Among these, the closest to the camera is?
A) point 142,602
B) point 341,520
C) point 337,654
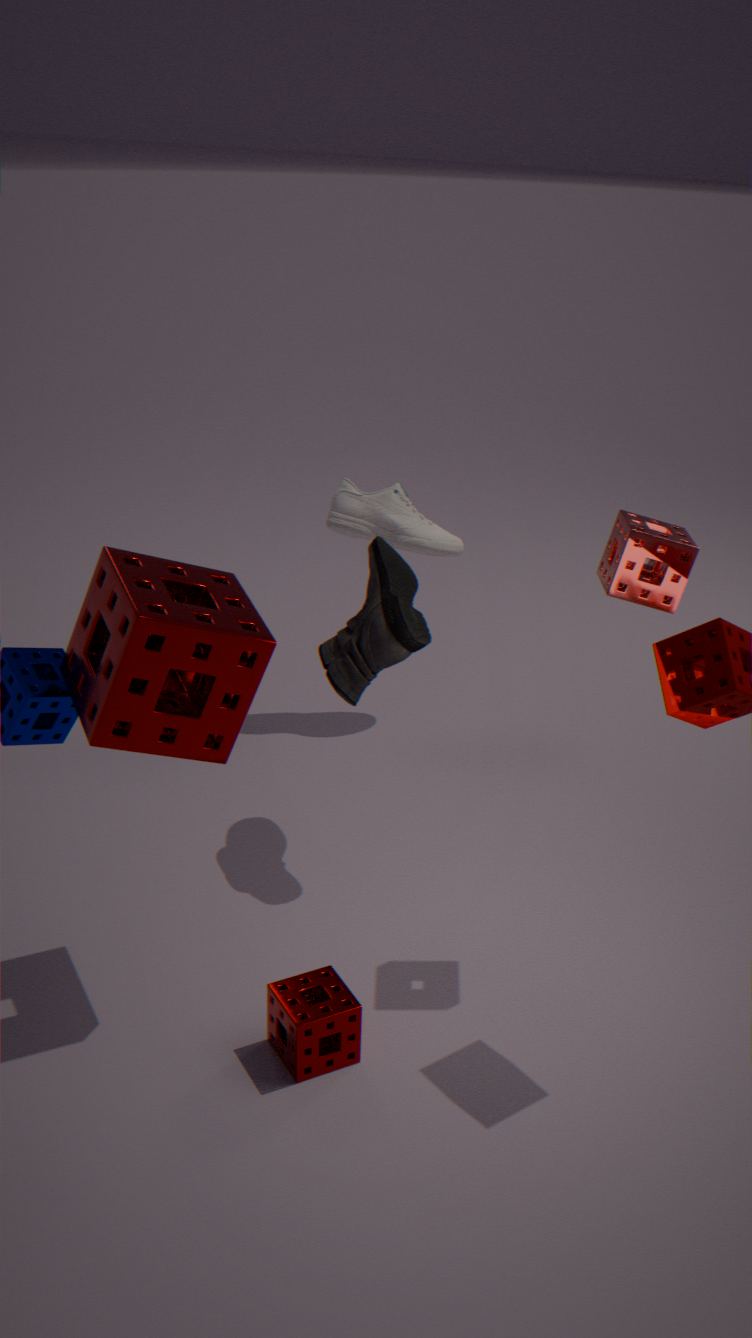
point 142,602
